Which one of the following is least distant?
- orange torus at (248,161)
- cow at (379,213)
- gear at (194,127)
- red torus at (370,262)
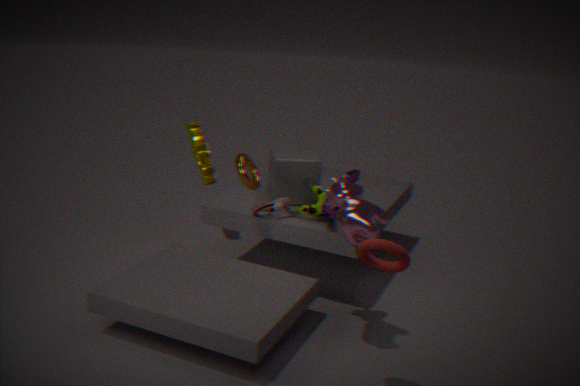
red torus at (370,262)
